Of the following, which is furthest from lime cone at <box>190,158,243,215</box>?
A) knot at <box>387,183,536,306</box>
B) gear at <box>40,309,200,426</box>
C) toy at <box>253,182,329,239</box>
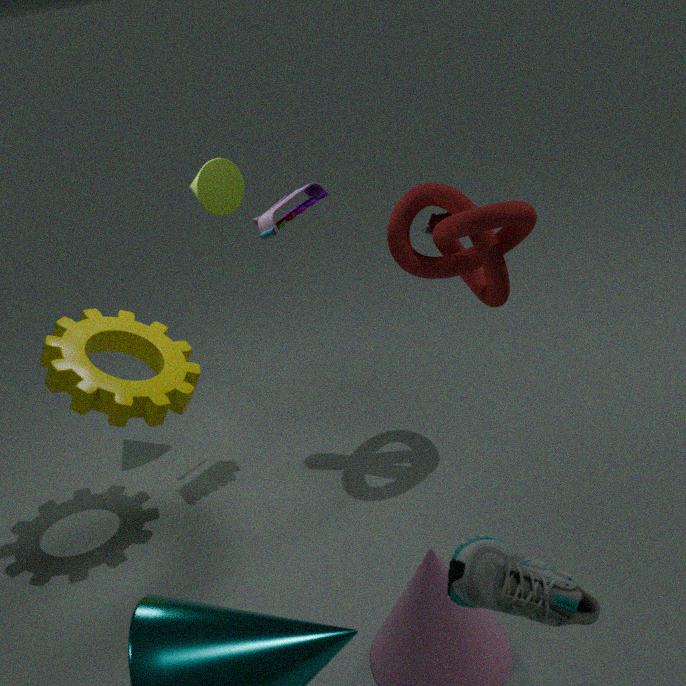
knot at <box>387,183,536,306</box>
